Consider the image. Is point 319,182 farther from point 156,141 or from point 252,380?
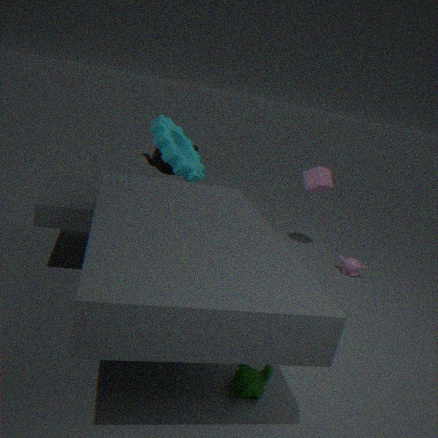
point 252,380
